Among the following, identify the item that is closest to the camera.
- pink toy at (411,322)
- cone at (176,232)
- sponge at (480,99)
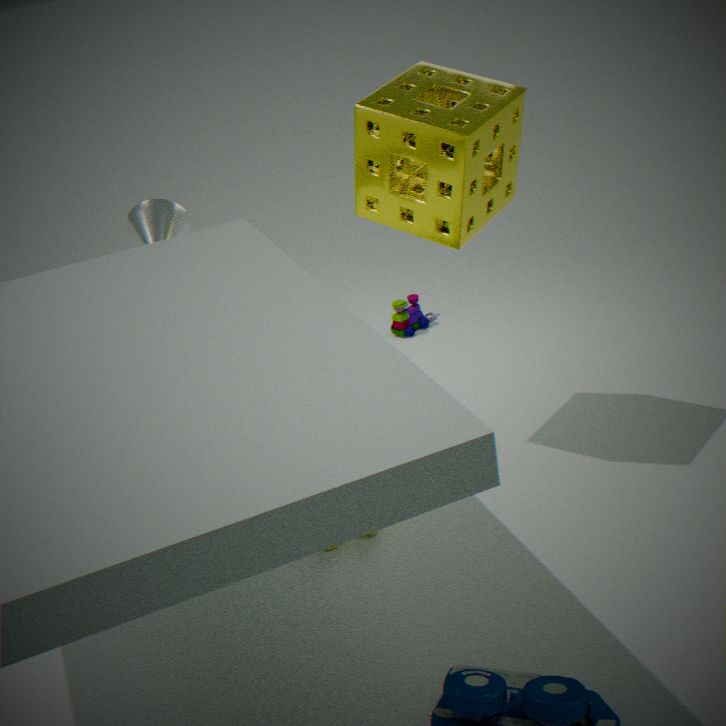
sponge at (480,99)
